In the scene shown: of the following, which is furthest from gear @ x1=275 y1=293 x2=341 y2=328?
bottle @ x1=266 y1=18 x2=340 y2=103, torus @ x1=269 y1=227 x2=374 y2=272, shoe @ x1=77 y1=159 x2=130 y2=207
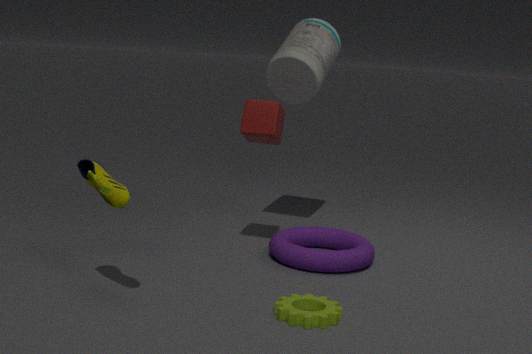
bottle @ x1=266 y1=18 x2=340 y2=103
